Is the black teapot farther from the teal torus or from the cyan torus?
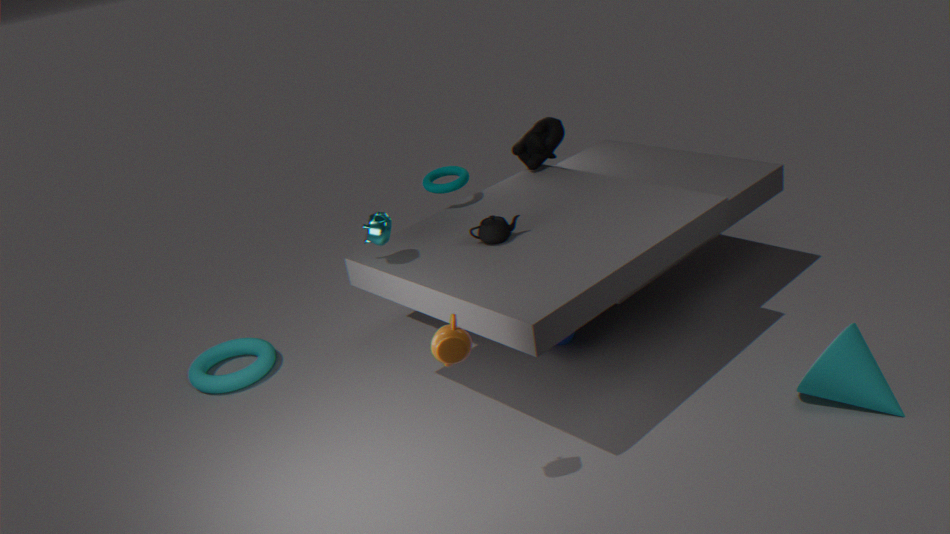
the cyan torus
